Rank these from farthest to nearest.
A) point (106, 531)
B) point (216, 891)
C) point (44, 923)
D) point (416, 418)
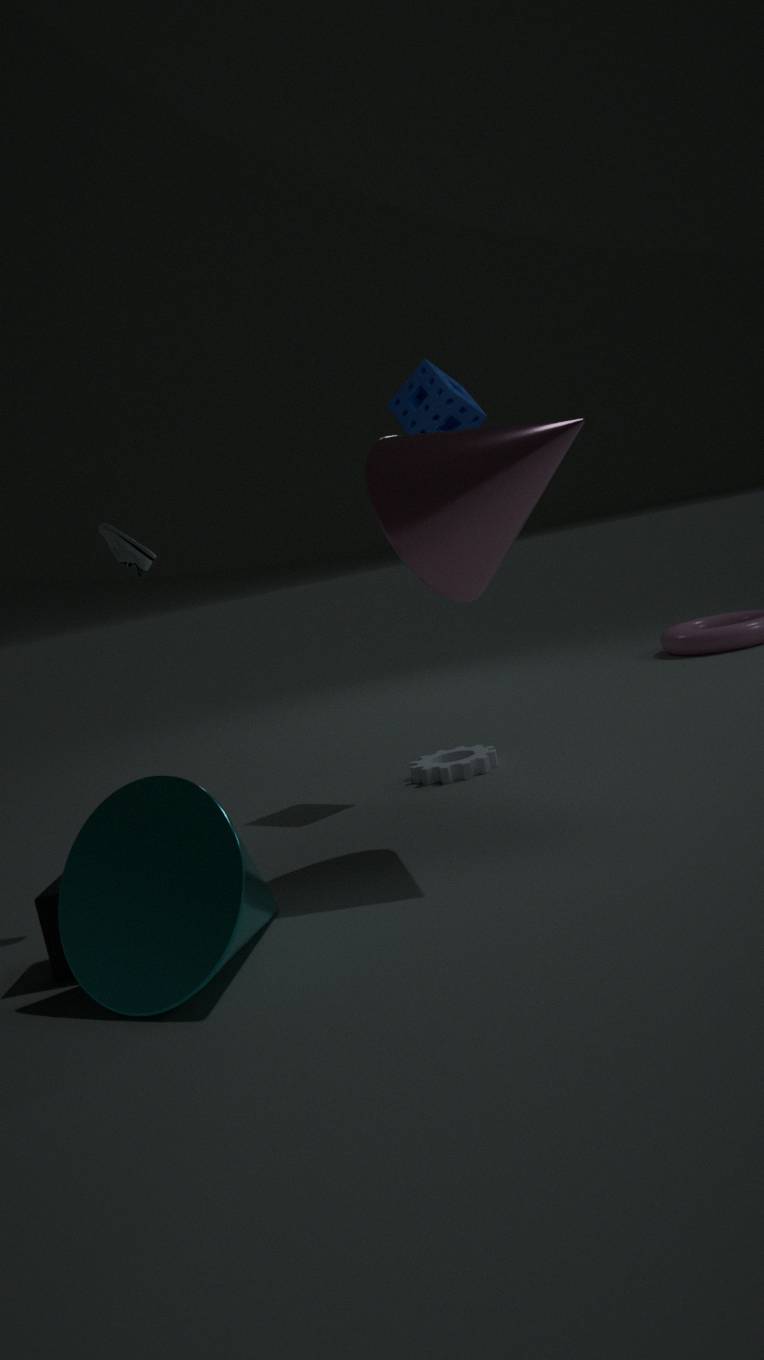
point (416, 418) < point (106, 531) < point (44, 923) < point (216, 891)
